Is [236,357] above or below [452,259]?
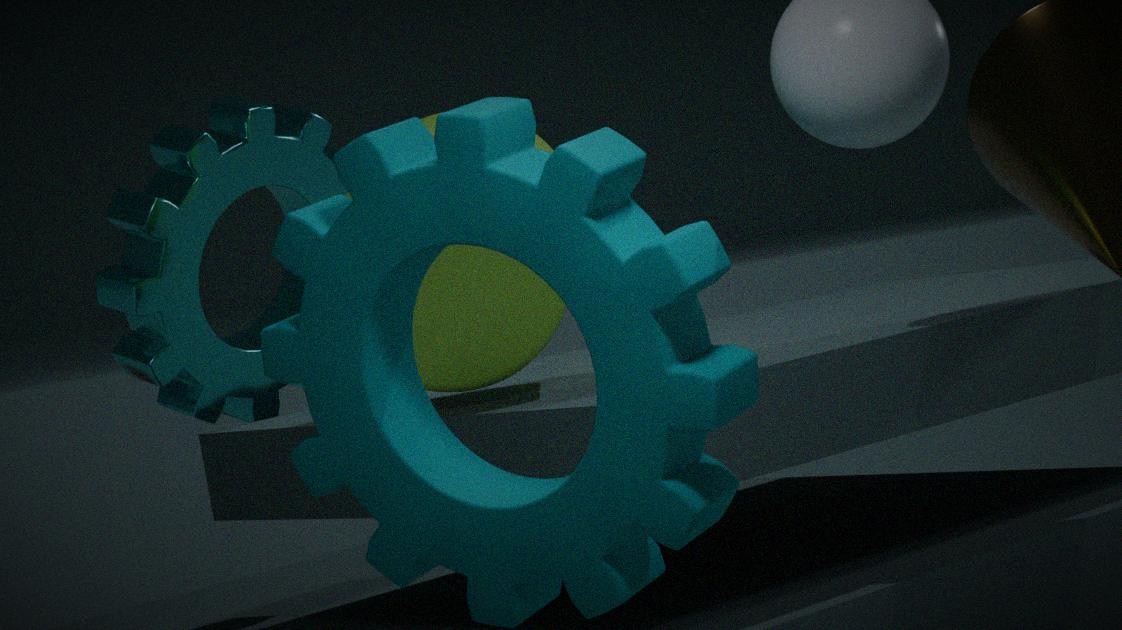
above
